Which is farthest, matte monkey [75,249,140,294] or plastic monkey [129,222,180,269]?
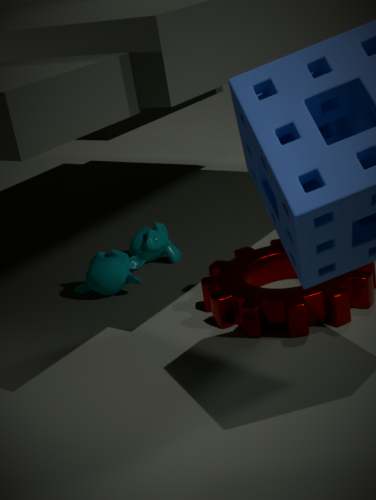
plastic monkey [129,222,180,269]
